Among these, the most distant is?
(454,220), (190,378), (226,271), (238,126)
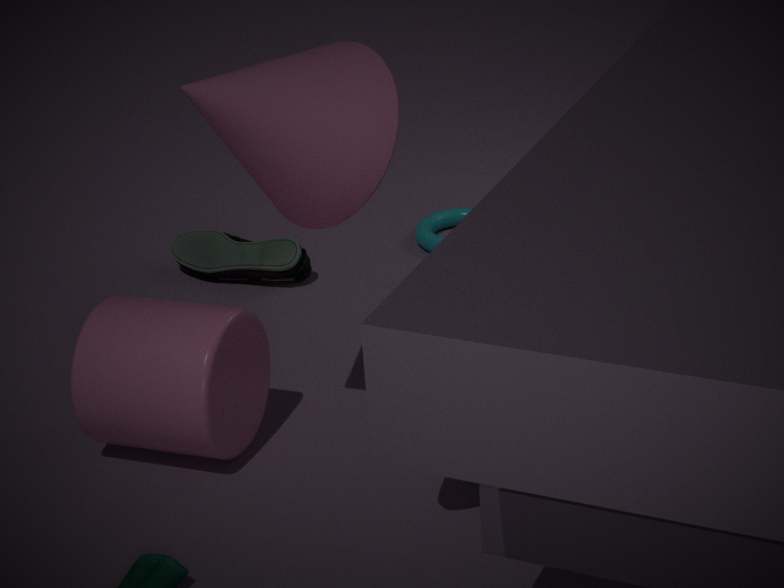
(454,220)
